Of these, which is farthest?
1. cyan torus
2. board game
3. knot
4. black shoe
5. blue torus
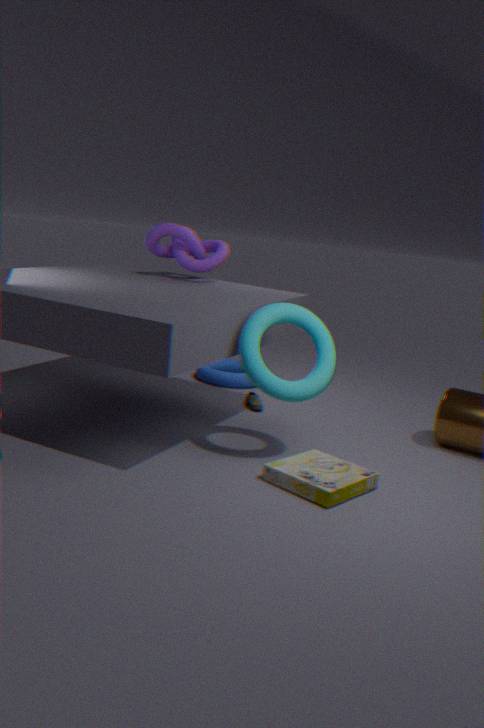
blue torus
